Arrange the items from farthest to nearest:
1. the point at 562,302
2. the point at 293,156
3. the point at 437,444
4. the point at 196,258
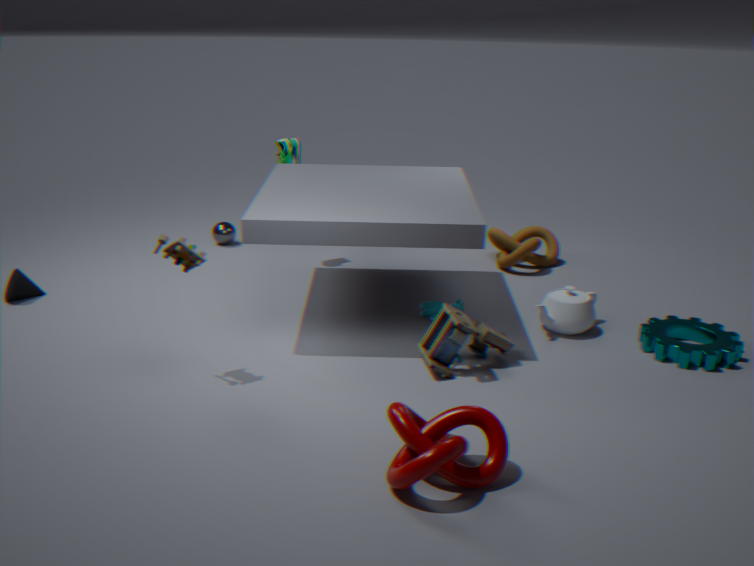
the point at 293,156 → the point at 562,302 → the point at 196,258 → the point at 437,444
